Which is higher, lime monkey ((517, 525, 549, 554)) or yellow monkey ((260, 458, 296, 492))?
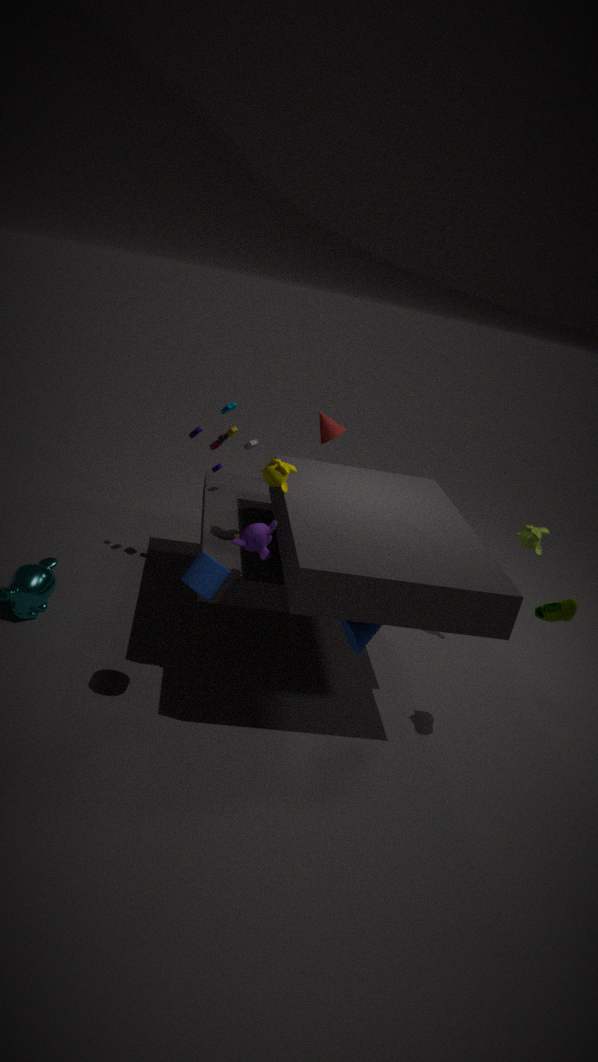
yellow monkey ((260, 458, 296, 492))
